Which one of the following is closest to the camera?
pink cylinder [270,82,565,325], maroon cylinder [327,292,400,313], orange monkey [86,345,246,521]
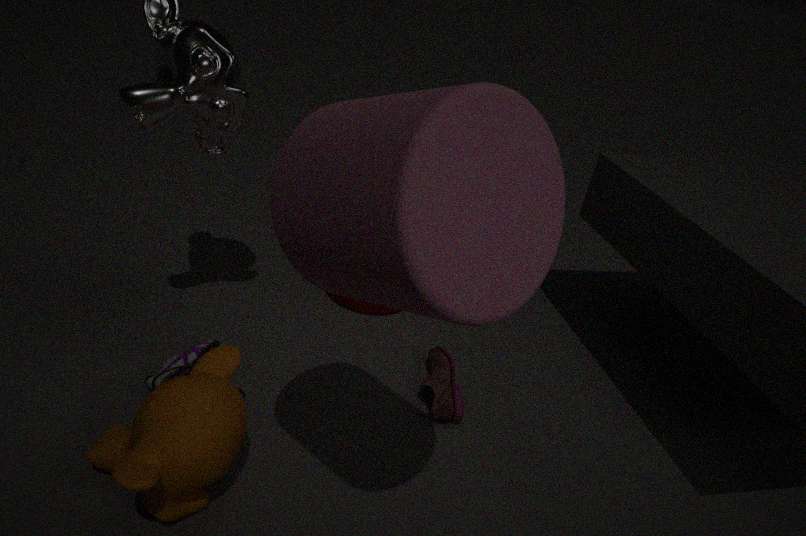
pink cylinder [270,82,565,325]
